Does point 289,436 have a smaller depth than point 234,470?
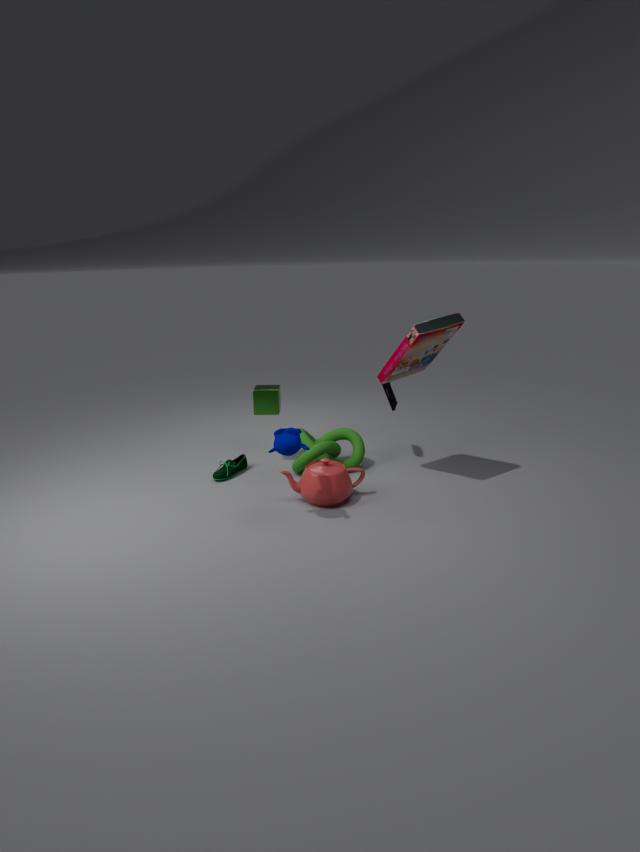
Yes
